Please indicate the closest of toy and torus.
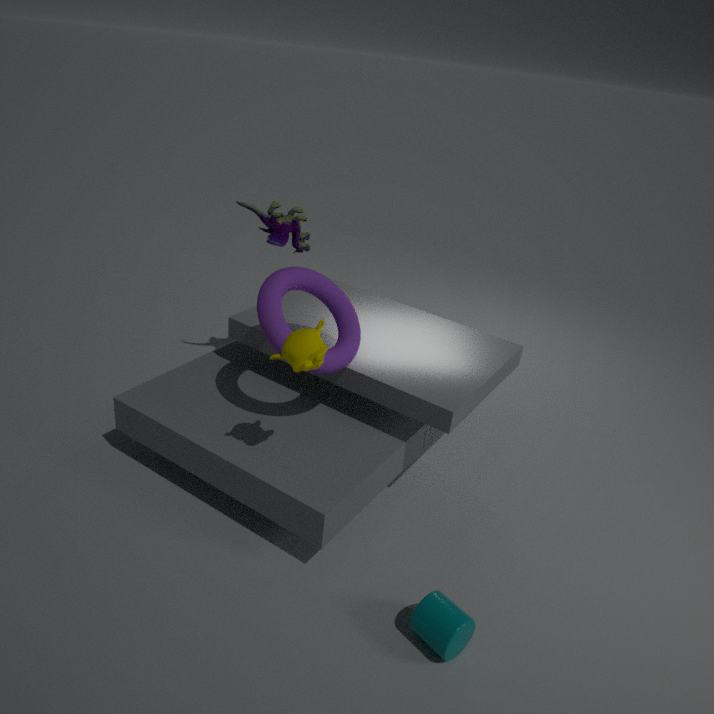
torus
